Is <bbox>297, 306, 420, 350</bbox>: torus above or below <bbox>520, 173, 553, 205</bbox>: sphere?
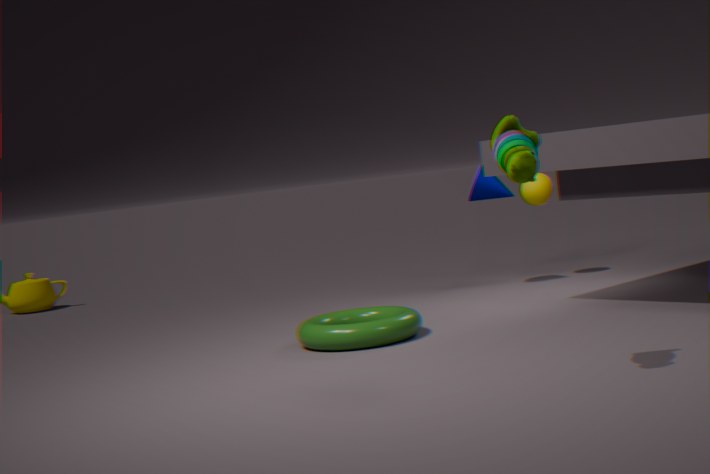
below
